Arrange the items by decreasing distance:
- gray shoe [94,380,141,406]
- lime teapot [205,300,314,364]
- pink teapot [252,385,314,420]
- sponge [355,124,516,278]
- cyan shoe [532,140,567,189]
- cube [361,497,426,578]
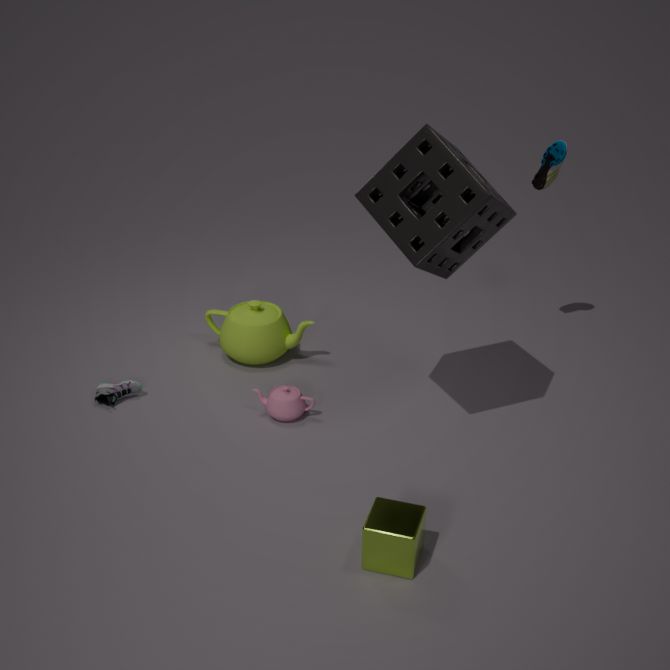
lime teapot [205,300,314,364], cyan shoe [532,140,567,189], gray shoe [94,380,141,406], pink teapot [252,385,314,420], sponge [355,124,516,278], cube [361,497,426,578]
